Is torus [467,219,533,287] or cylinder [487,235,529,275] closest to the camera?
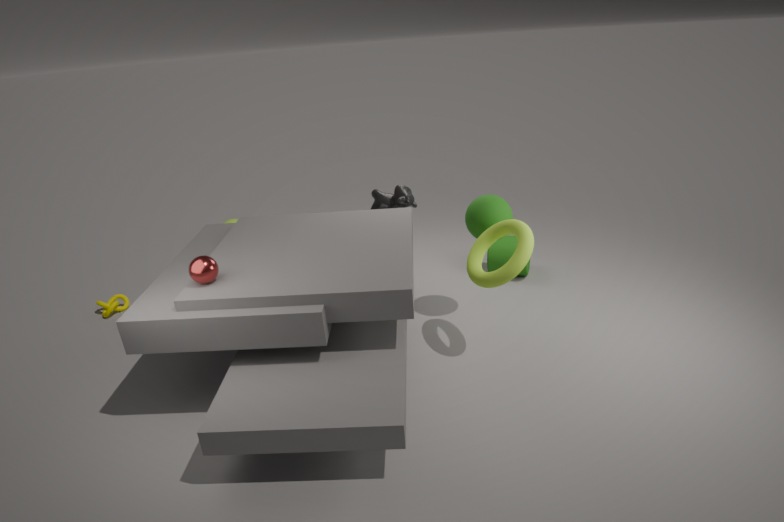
torus [467,219,533,287]
